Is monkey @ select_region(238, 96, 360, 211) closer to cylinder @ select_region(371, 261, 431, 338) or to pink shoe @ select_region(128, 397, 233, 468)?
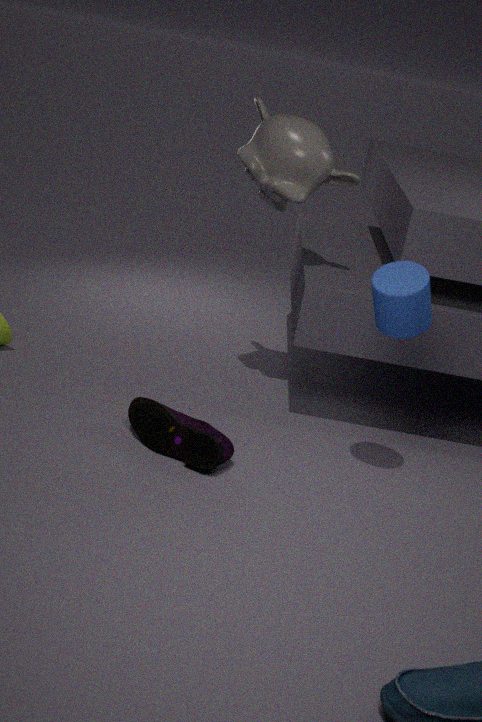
cylinder @ select_region(371, 261, 431, 338)
